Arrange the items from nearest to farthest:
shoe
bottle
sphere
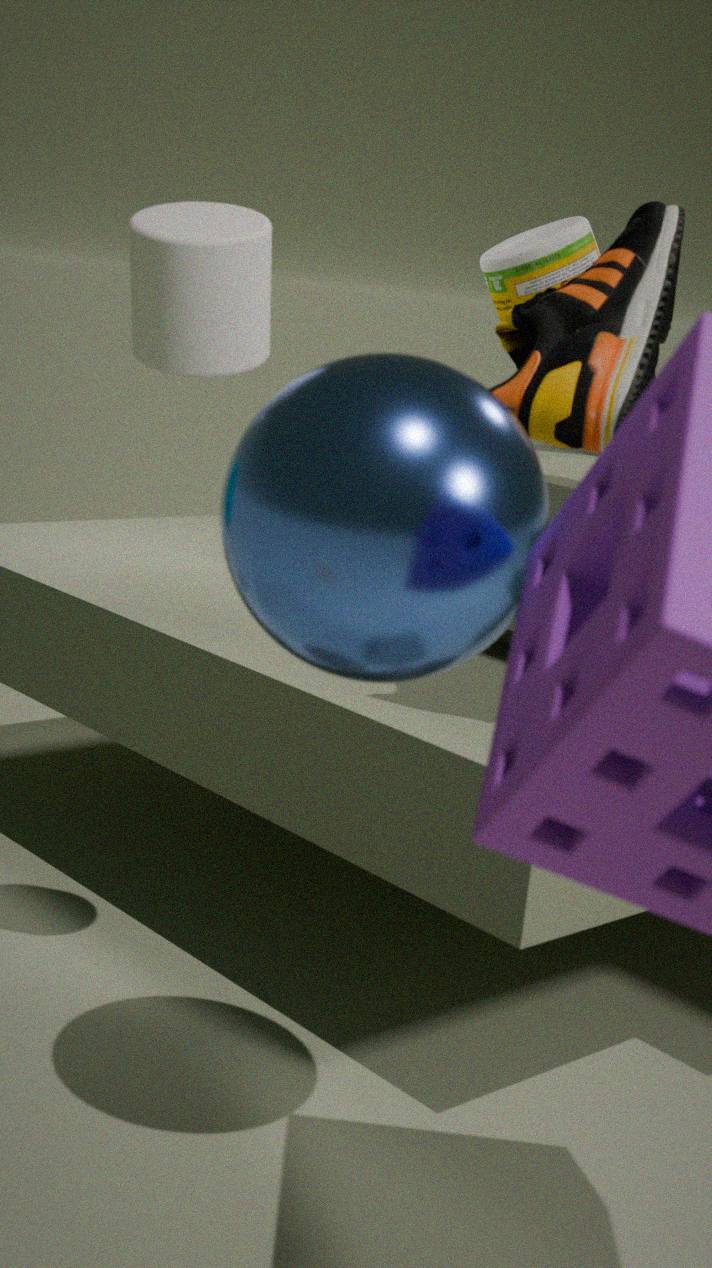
sphere, shoe, bottle
